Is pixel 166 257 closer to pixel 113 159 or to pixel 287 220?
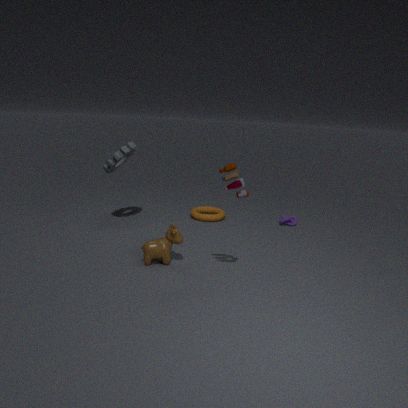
pixel 113 159
